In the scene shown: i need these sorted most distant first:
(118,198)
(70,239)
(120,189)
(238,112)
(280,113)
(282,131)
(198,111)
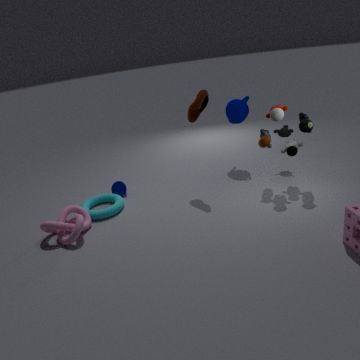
(238,112) < (120,189) < (282,131) < (118,198) < (198,111) < (280,113) < (70,239)
